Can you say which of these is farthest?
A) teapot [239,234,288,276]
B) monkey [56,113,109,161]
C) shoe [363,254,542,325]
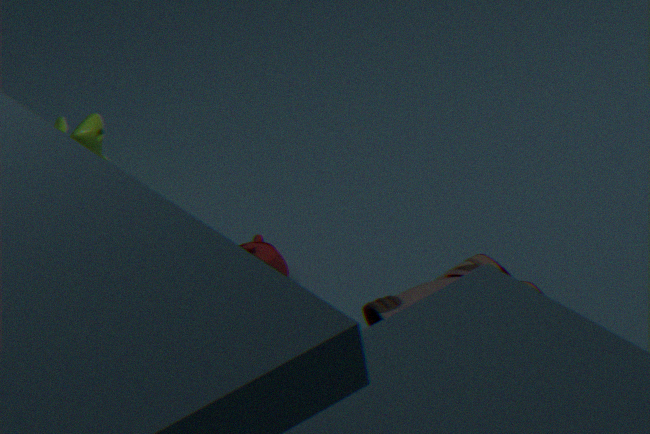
monkey [56,113,109,161]
